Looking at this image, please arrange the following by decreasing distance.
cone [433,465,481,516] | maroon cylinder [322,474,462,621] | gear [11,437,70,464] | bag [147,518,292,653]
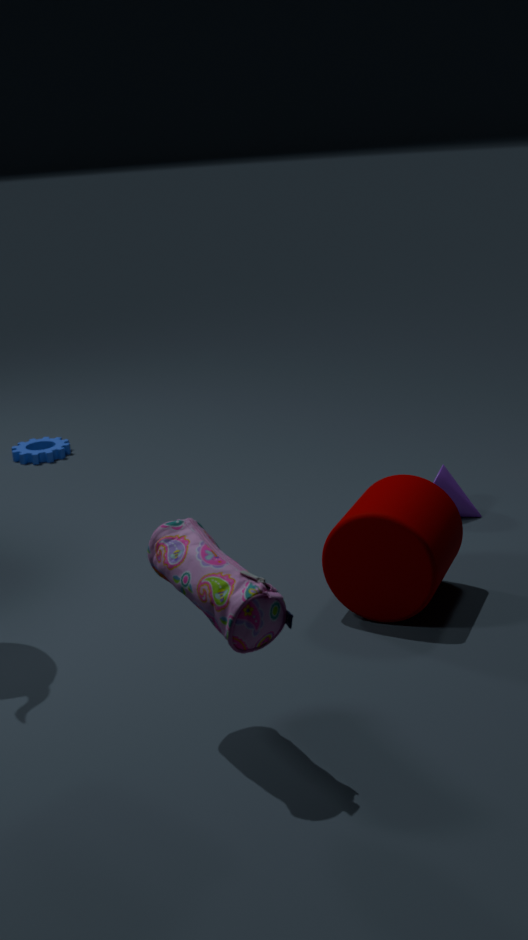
1. gear [11,437,70,464]
2. cone [433,465,481,516]
3. maroon cylinder [322,474,462,621]
4. bag [147,518,292,653]
